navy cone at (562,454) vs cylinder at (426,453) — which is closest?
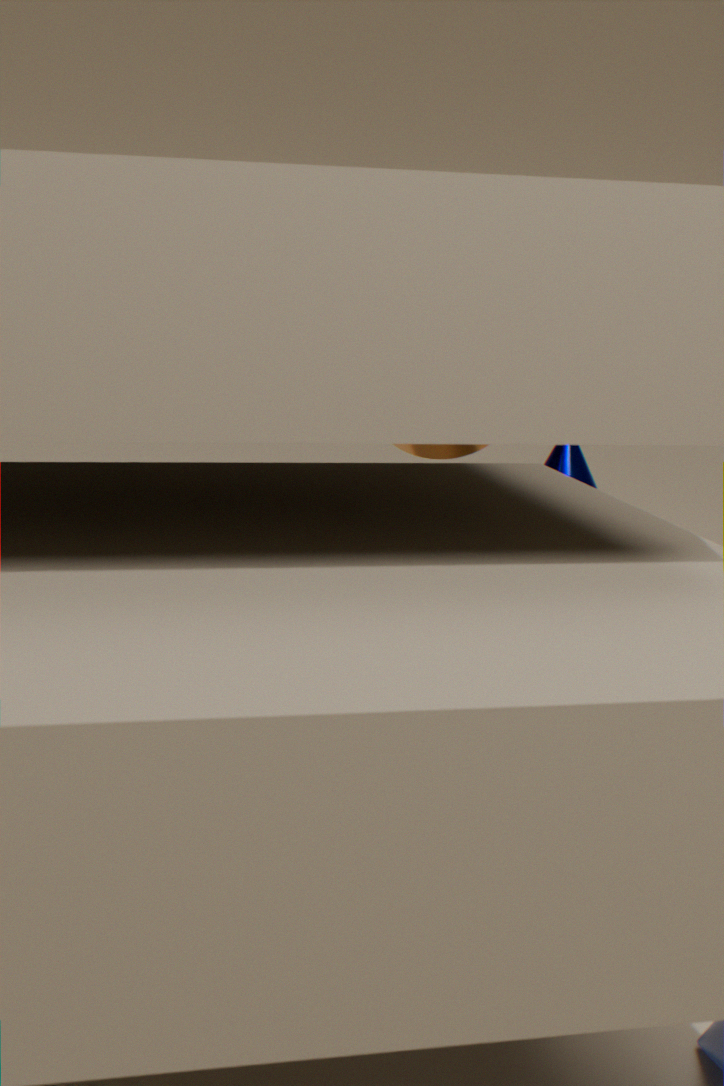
cylinder at (426,453)
